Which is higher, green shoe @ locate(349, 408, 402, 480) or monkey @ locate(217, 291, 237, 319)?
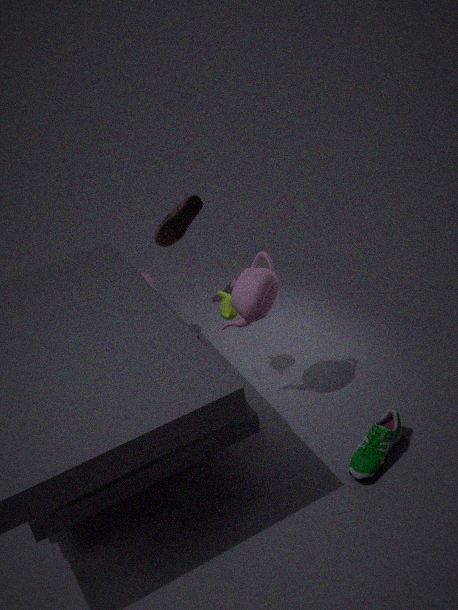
monkey @ locate(217, 291, 237, 319)
